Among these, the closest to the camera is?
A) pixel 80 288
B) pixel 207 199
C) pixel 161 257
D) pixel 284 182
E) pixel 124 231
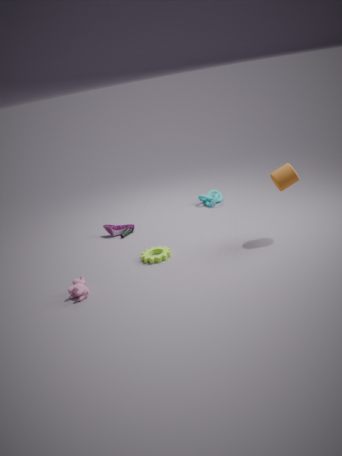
pixel 80 288
